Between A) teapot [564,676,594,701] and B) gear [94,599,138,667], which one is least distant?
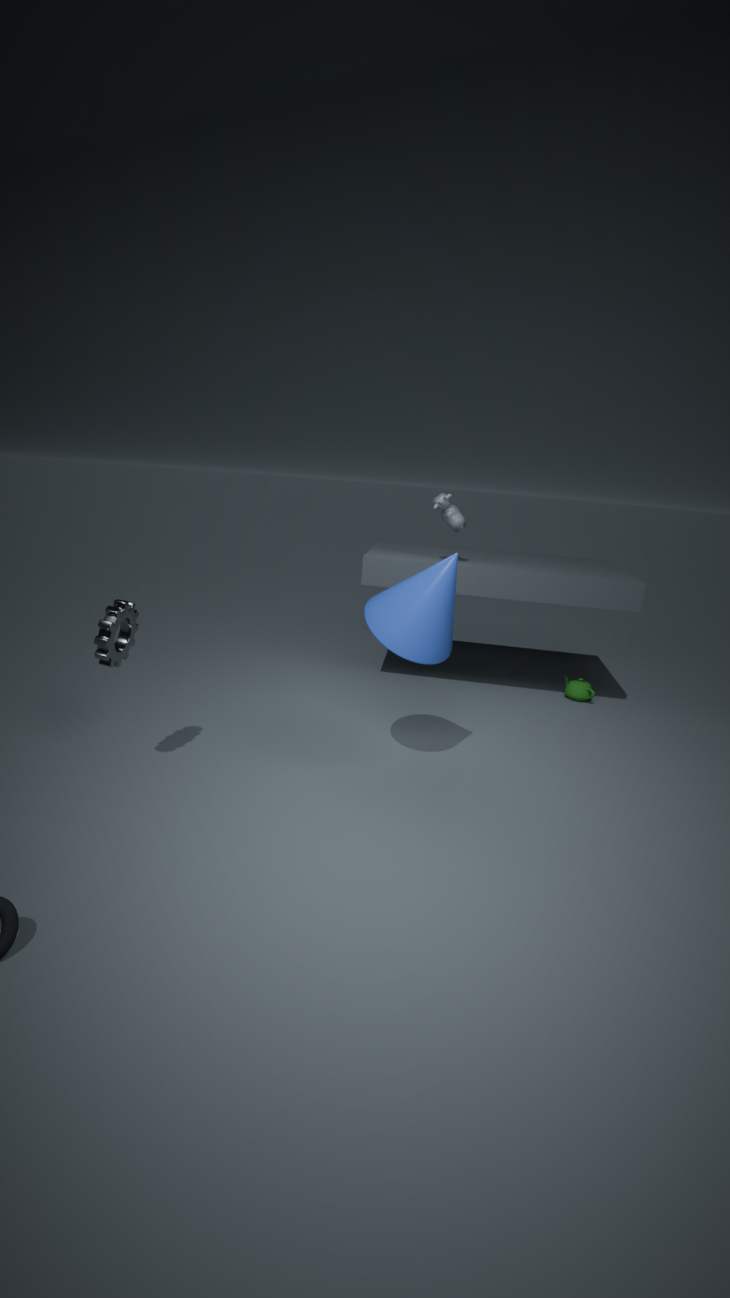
B. gear [94,599,138,667]
